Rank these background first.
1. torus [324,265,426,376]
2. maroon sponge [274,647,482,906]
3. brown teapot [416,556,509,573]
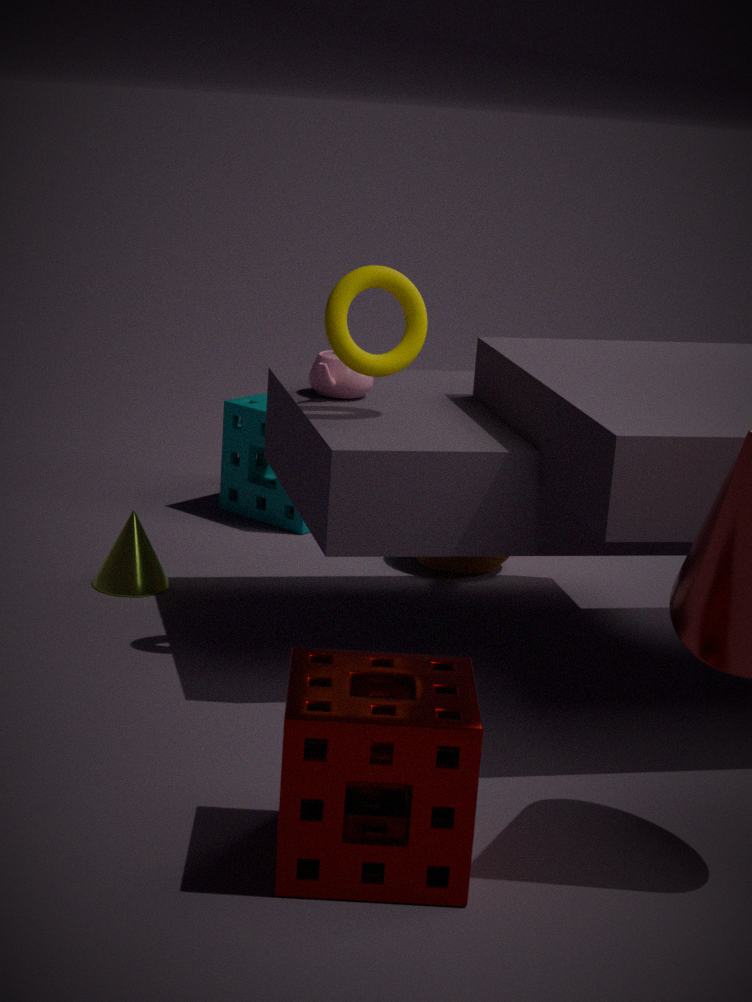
1. brown teapot [416,556,509,573]
2. torus [324,265,426,376]
3. maroon sponge [274,647,482,906]
